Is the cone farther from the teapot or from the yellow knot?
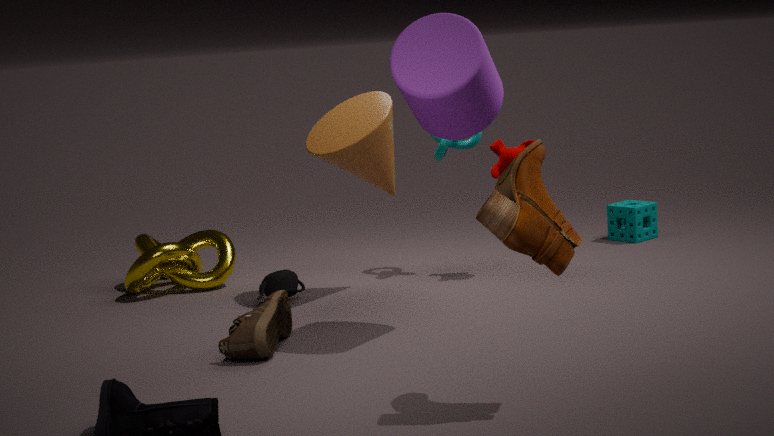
the yellow knot
